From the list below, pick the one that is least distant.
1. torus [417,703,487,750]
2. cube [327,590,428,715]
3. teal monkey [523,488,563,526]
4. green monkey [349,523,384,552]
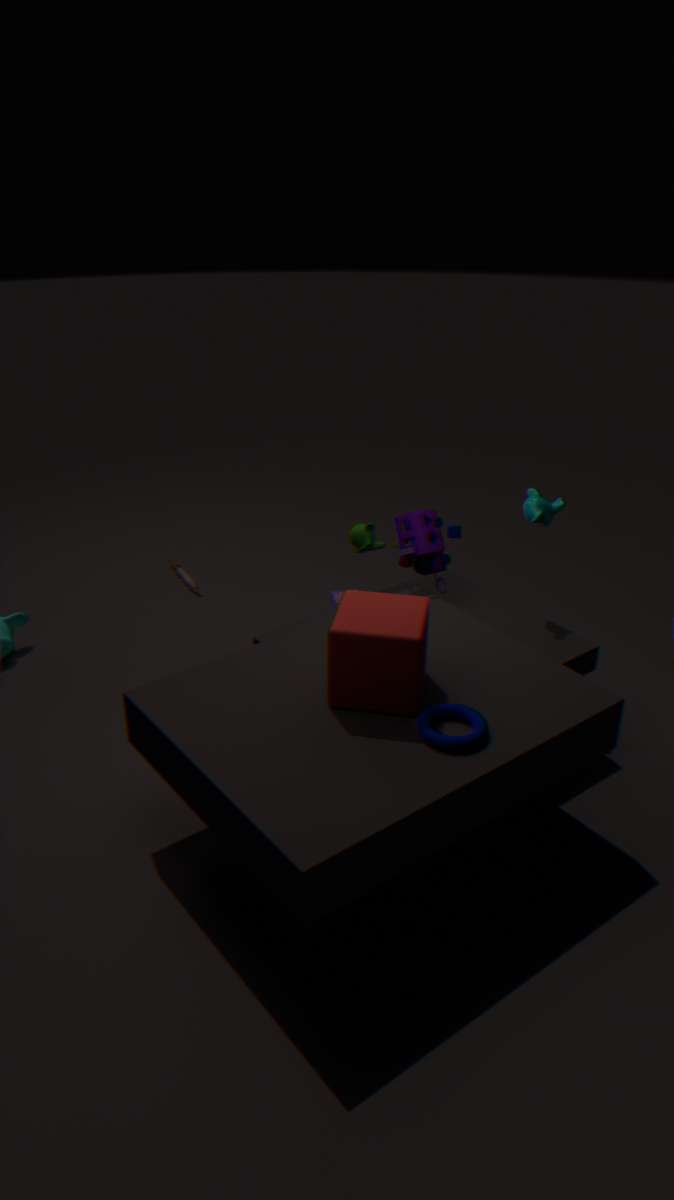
torus [417,703,487,750]
